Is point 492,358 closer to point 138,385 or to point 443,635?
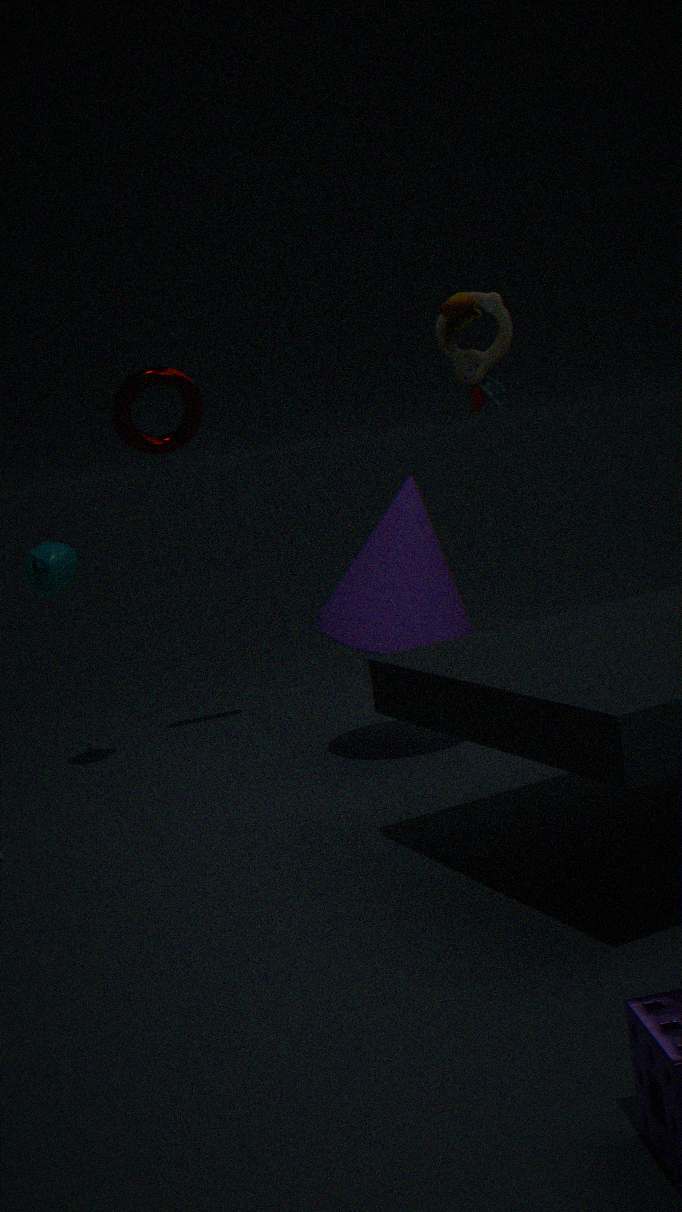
point 443,635
